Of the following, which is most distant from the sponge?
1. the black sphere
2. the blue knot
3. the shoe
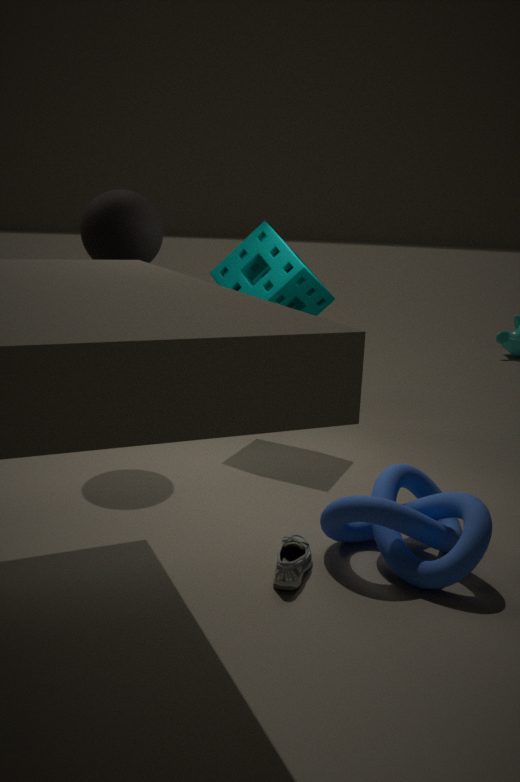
the shoe
